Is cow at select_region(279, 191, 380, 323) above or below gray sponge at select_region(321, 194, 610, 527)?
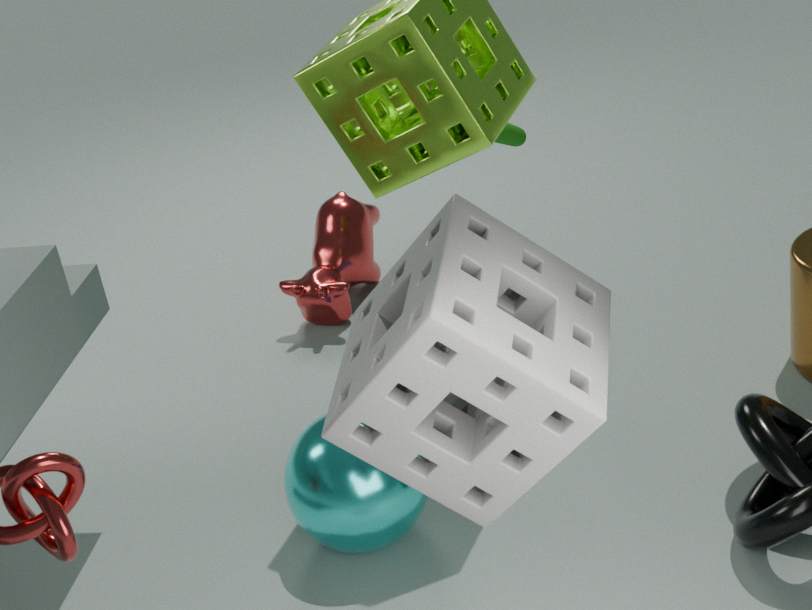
below
